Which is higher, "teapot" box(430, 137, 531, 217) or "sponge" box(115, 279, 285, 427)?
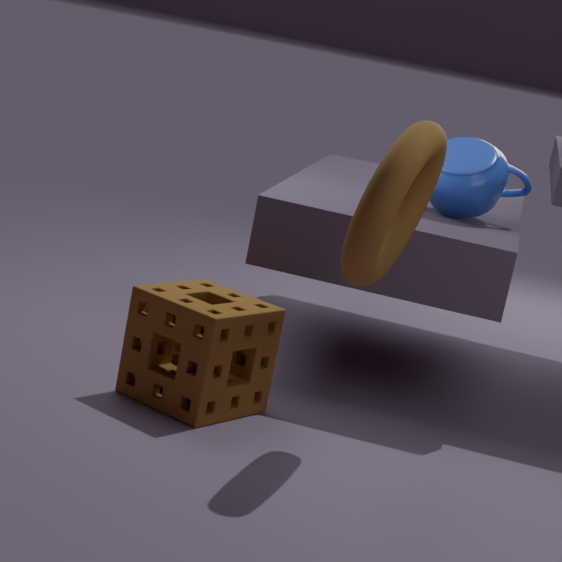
"teapot" box(430, 137, 531, 217)
